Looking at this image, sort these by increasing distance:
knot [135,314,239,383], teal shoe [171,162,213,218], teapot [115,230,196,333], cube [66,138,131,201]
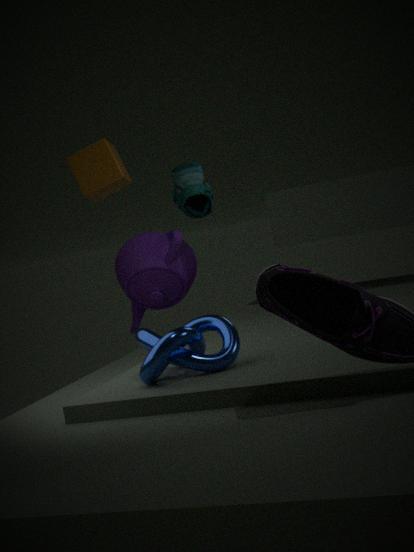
knot [135,314,239,383]
teal shoe [171,162,213,218]
teapot [115,230,196,333]
cube [66,138,131,201]
